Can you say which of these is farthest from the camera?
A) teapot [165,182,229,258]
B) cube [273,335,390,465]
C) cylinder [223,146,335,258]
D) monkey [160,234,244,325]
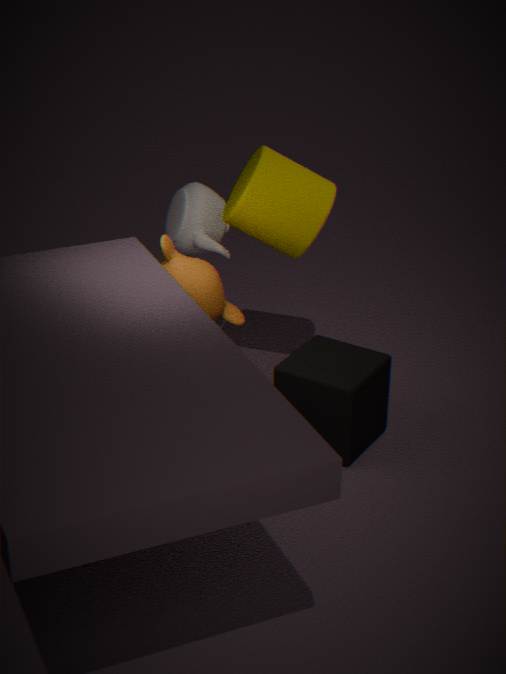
teapot [165,182,229,258]
